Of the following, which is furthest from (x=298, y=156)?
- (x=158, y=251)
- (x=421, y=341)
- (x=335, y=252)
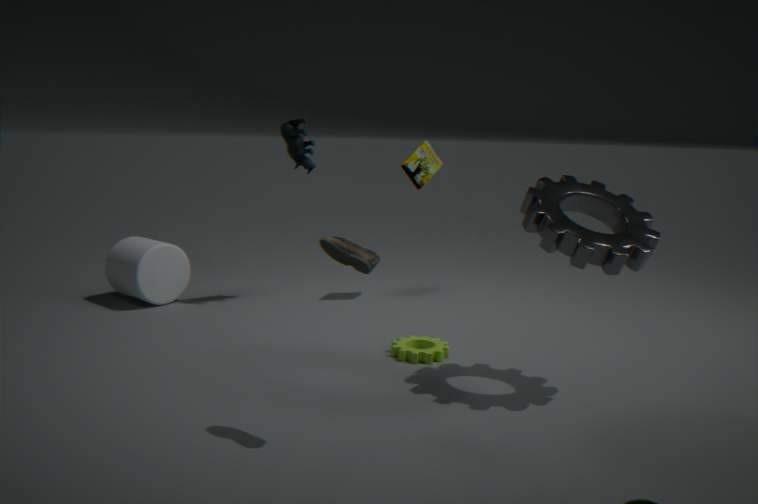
(x=335, y=252)
